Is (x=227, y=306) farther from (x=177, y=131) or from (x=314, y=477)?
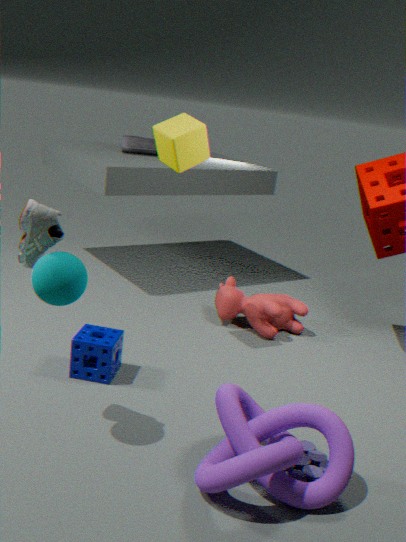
(x=314, y=477)
